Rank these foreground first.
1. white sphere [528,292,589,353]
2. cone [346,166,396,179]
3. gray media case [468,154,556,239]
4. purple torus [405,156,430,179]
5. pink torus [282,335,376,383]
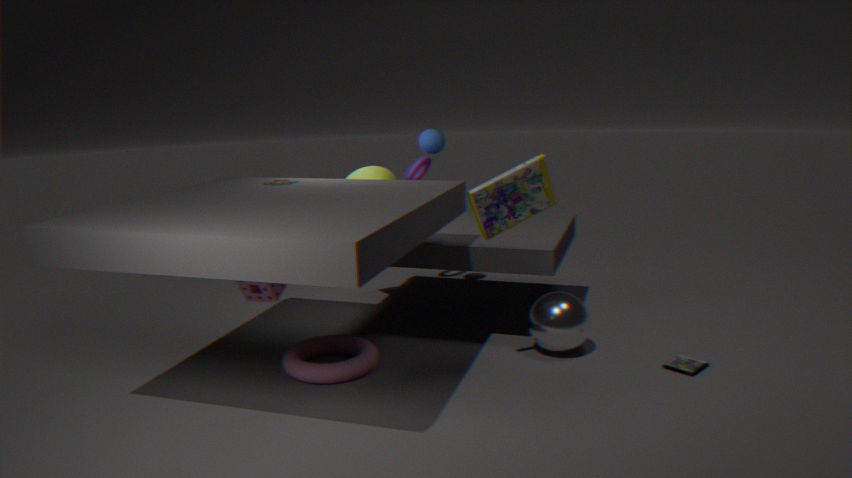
gray media case [468,154,556,239] → pink torus [282,335,376,383] → white sphere [528,292,589,353] → cone [346,166,396,179] → purple torus [405,156,430,179]
